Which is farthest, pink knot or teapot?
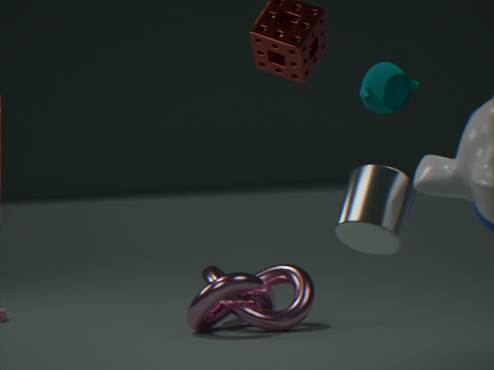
pink knot
